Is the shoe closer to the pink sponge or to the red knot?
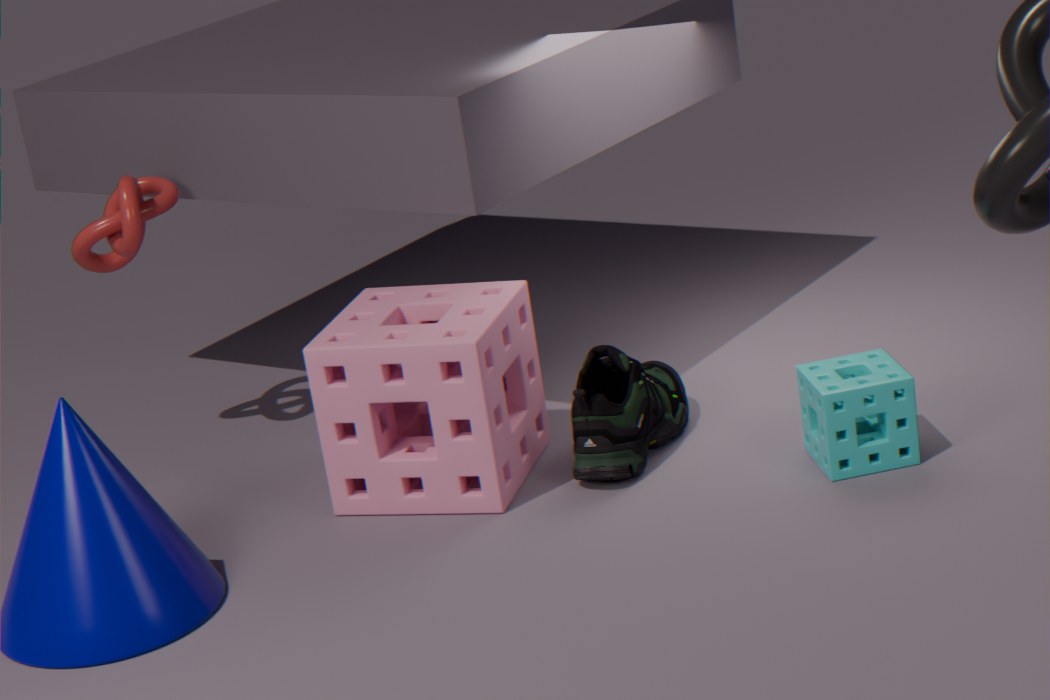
the pink sponge
